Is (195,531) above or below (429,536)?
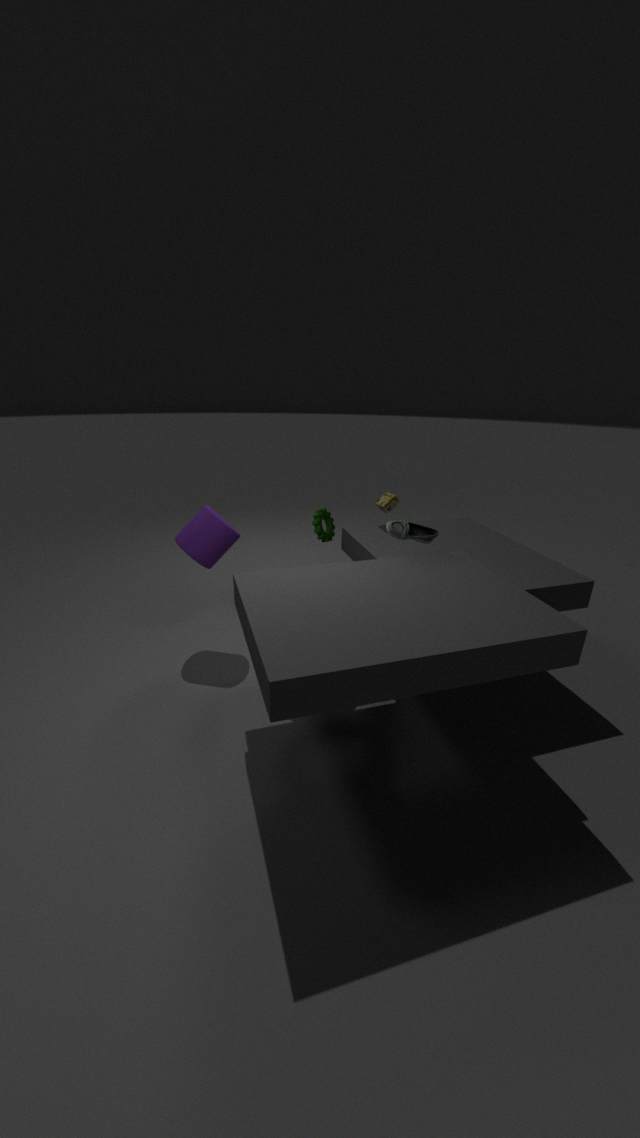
below
